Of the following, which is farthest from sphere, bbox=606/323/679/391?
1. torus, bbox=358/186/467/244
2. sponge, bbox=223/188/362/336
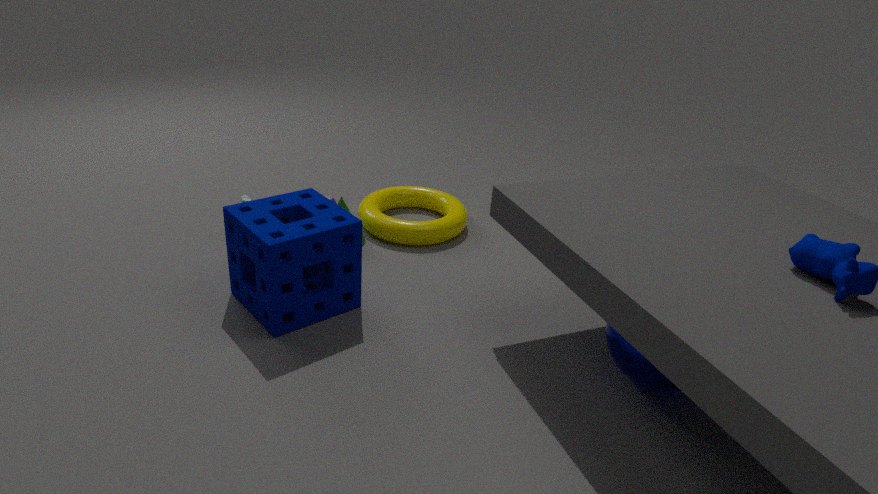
torus, bbox=358/186/467/244
